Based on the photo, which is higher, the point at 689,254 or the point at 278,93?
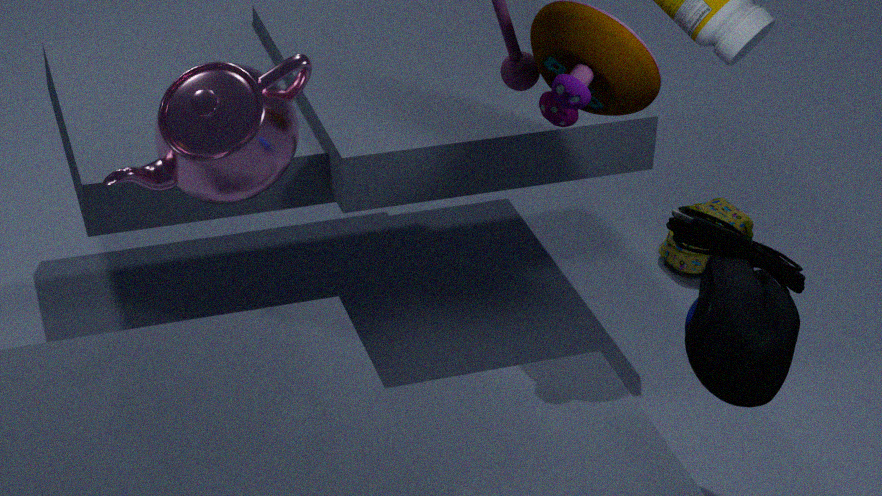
the point at 278,93
